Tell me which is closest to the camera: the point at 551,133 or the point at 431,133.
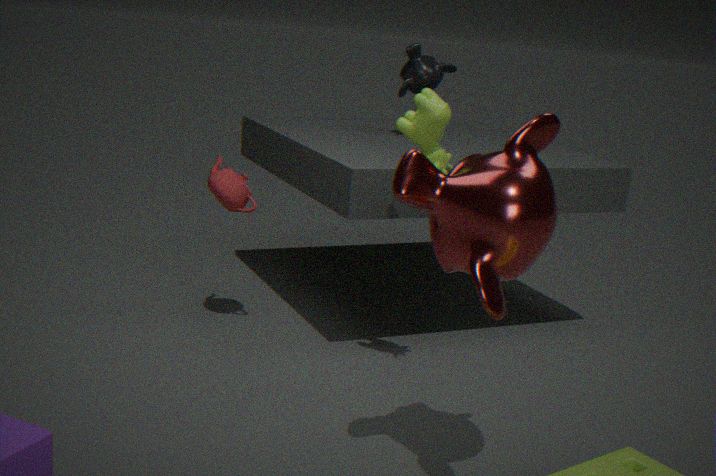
the point at 551,133
